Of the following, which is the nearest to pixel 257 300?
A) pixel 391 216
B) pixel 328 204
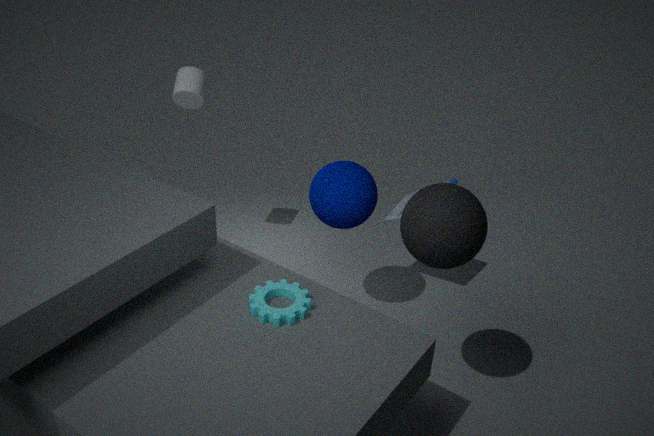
pixel 328 204
